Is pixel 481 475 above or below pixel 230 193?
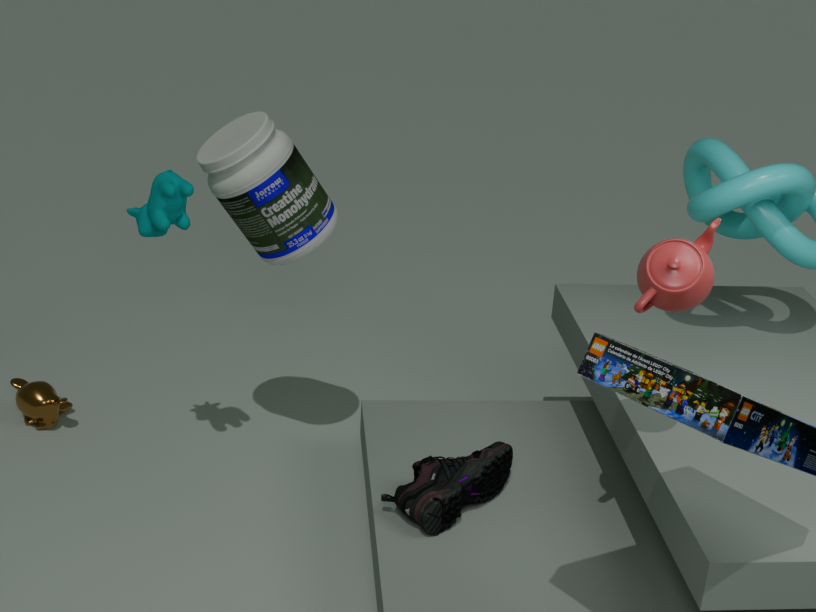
below
